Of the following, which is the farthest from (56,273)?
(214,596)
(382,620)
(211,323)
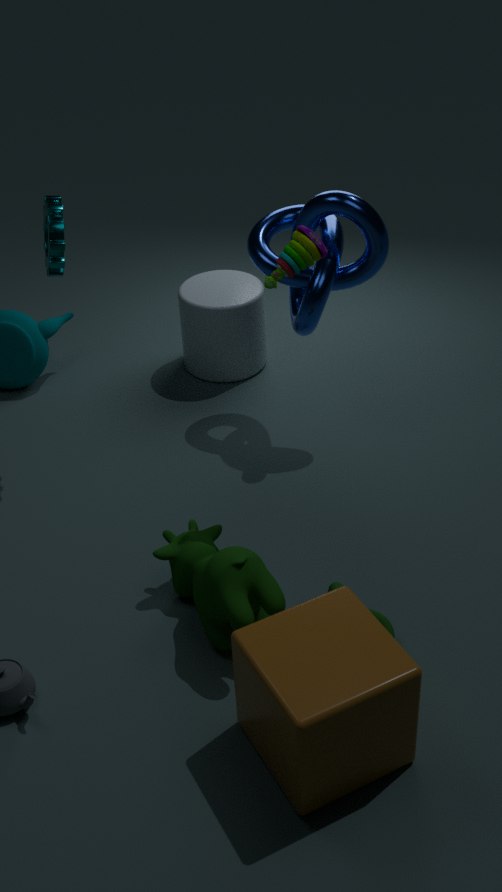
(382,620)
